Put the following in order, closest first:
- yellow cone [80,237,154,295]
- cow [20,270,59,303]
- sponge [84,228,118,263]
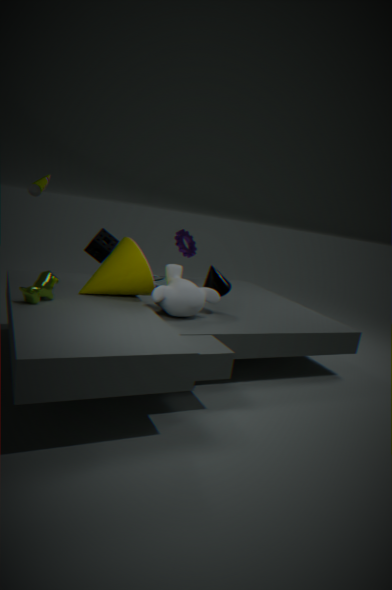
cow [20,270,59,303] < yellow cone [80,237,154,295] < sponge [84,228,118,263]
